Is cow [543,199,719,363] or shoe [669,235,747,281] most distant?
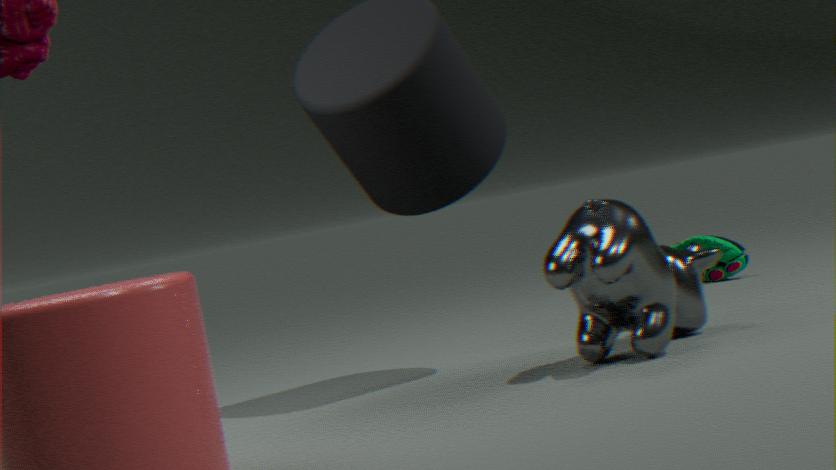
shoe [669,235,747,281]
